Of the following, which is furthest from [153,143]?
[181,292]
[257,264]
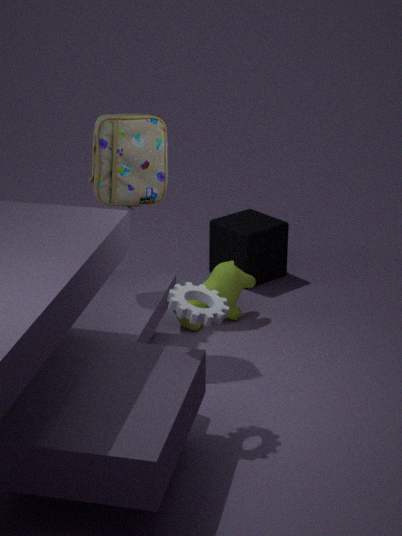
[257,264]
